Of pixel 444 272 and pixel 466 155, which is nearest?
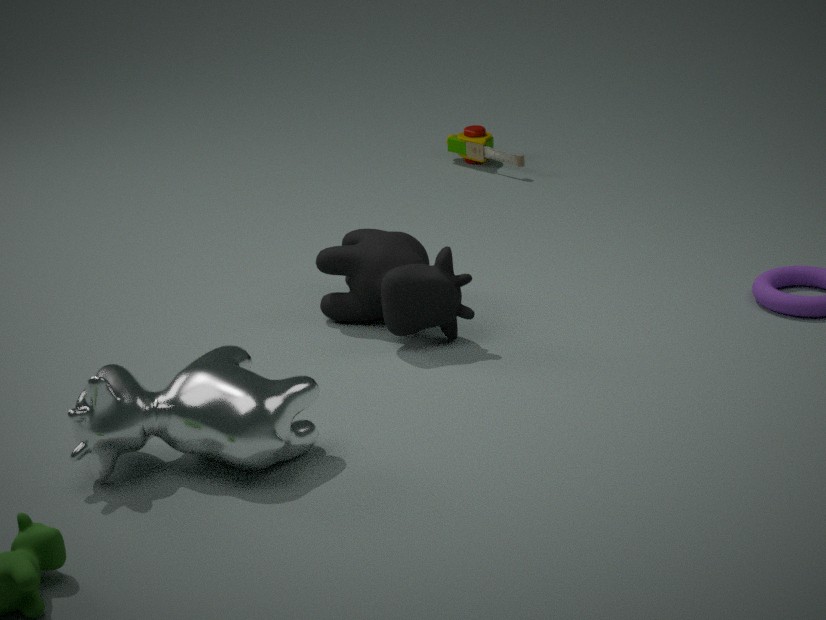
pixel 444 272
